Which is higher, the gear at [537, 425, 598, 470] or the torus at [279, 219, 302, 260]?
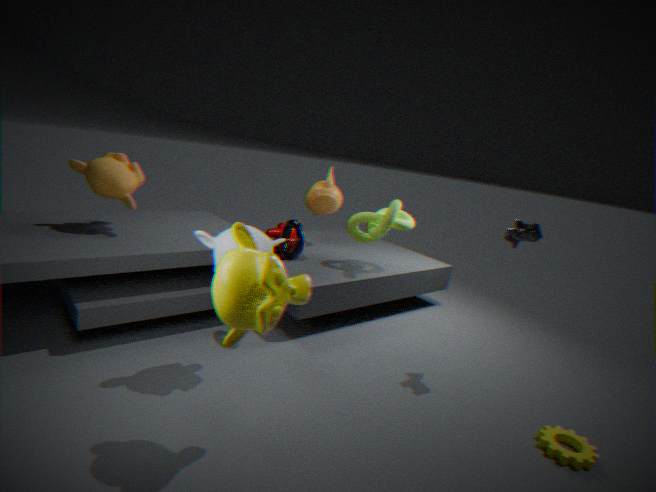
the torus at [279, 219, 302, 260]
